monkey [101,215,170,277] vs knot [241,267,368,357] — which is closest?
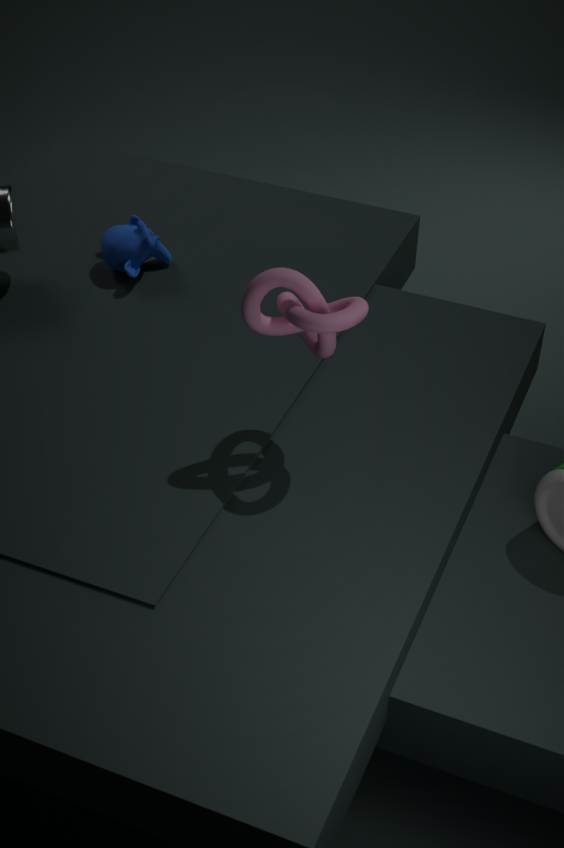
knot [241,267,368,357]
